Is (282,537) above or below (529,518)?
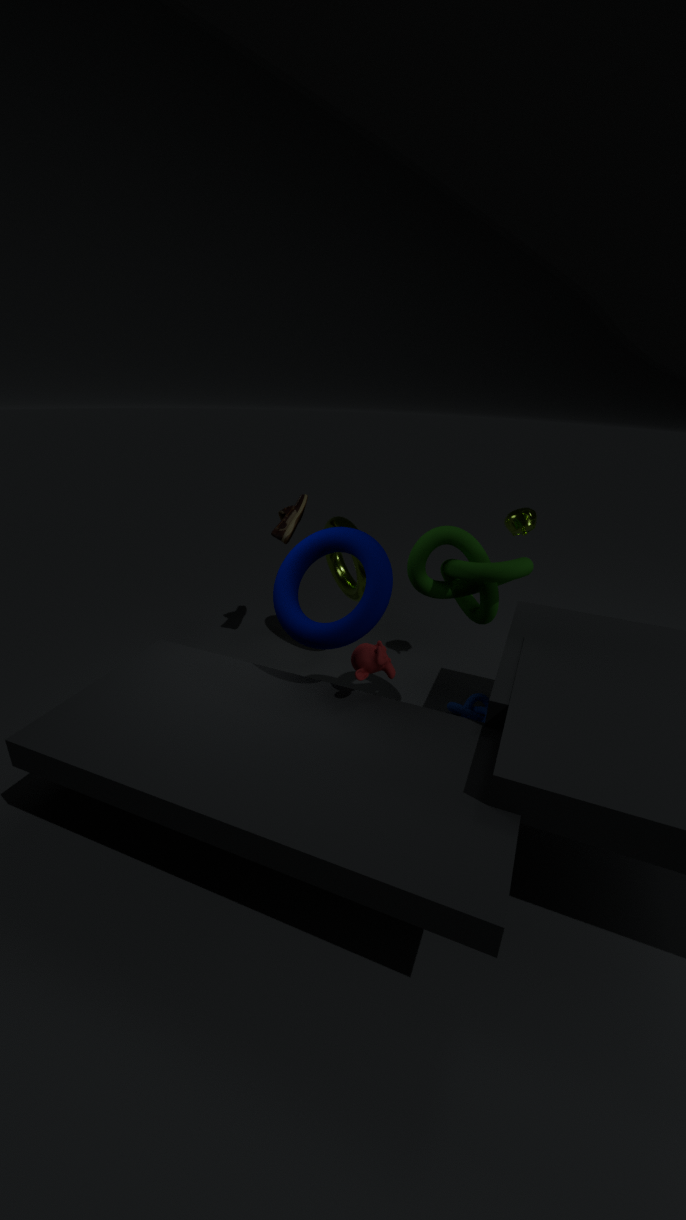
below
